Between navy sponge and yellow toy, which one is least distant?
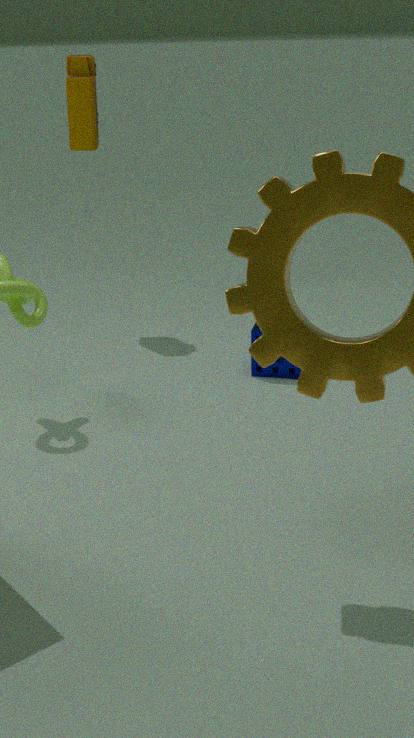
navy sponge
